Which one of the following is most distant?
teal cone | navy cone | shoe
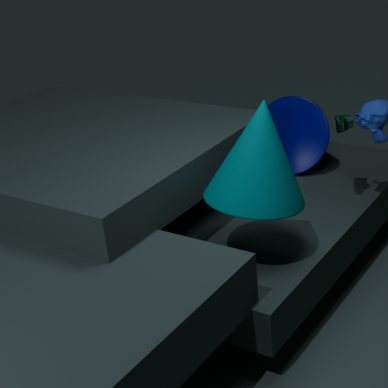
navy cone
